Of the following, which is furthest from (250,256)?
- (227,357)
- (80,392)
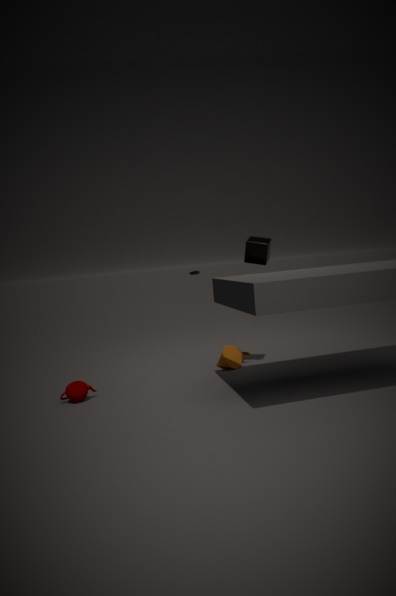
(80,392)
